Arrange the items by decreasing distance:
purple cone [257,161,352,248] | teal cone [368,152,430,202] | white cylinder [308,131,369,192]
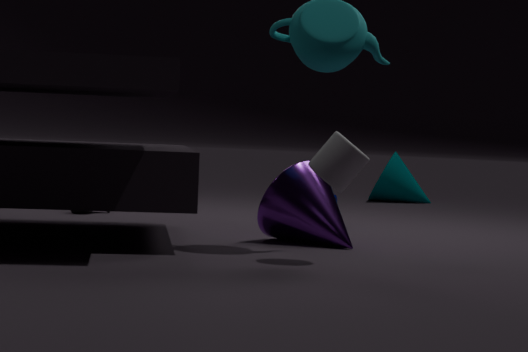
teal cone [368,152,430,202], purple cone [257,161,352,248], white cylinder [308,131,369,192]
